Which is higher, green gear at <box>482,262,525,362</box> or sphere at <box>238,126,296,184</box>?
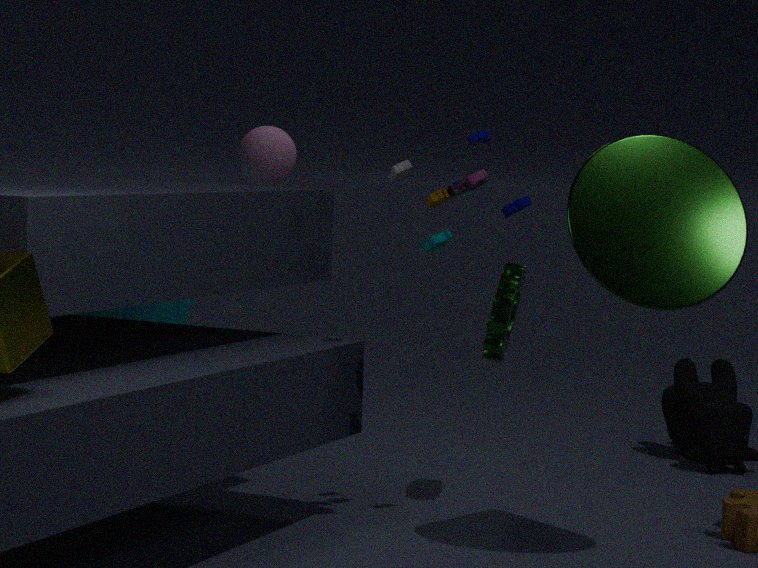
sphere at <box>238,126,296,184</box>
